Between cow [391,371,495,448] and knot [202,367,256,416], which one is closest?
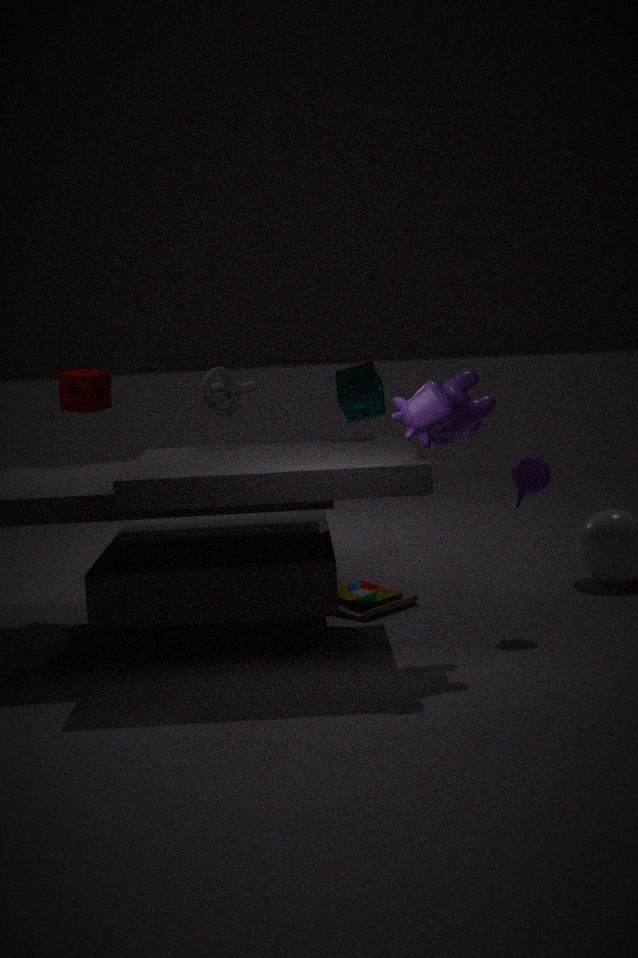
cow [391,371,495,448]
